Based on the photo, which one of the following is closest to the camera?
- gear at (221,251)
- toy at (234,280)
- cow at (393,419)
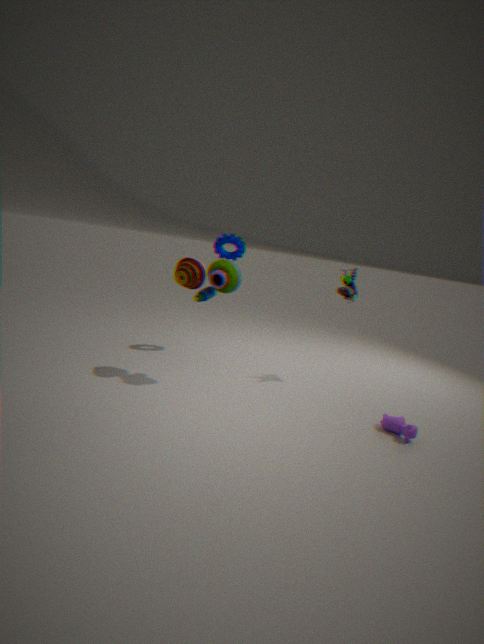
cow at (393,419)
